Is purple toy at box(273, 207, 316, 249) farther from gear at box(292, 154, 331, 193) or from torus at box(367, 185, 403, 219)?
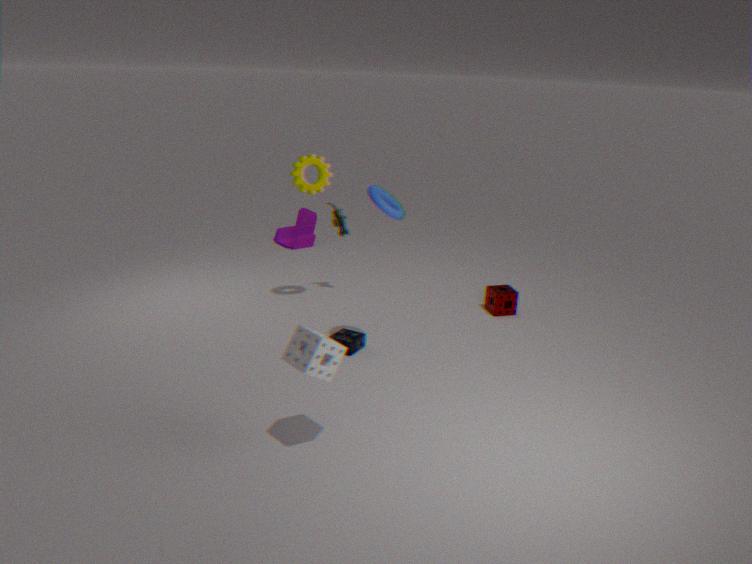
torus at box(367, 185, 403, 219)
